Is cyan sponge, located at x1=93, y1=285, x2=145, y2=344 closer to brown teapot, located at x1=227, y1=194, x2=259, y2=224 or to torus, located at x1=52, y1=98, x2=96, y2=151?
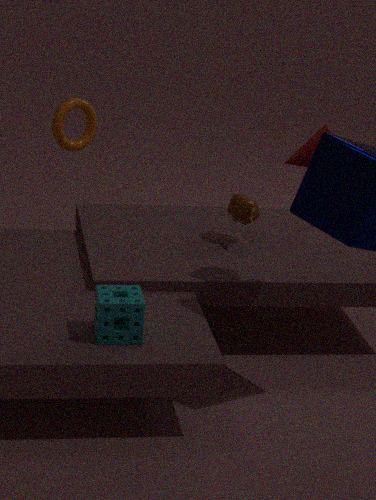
brown teapot, located at x1=227, y1=194, x2=259, y2=224
